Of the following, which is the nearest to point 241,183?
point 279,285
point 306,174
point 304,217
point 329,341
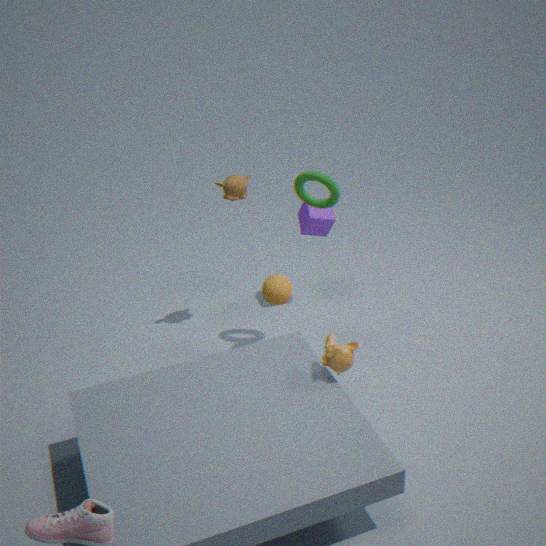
point 306,174
